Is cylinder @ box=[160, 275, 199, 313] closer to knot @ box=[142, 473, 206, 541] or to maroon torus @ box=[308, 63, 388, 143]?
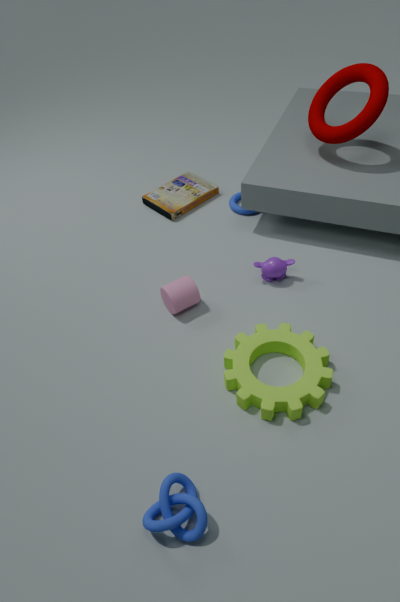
knot @ box=[142, 473, 206, 541]
